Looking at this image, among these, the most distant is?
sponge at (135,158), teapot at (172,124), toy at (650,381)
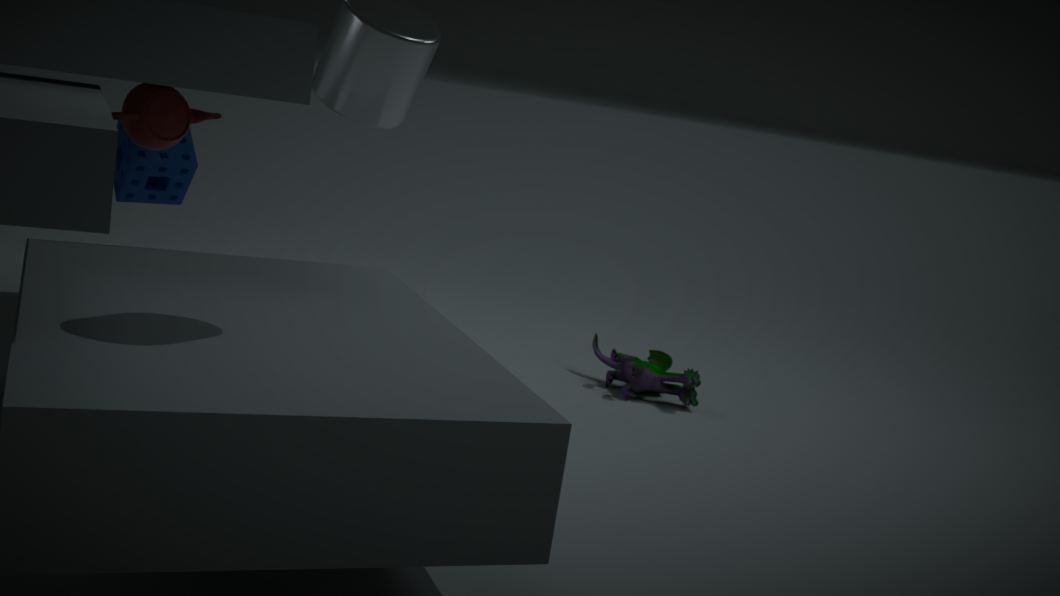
toy at (650,381)
